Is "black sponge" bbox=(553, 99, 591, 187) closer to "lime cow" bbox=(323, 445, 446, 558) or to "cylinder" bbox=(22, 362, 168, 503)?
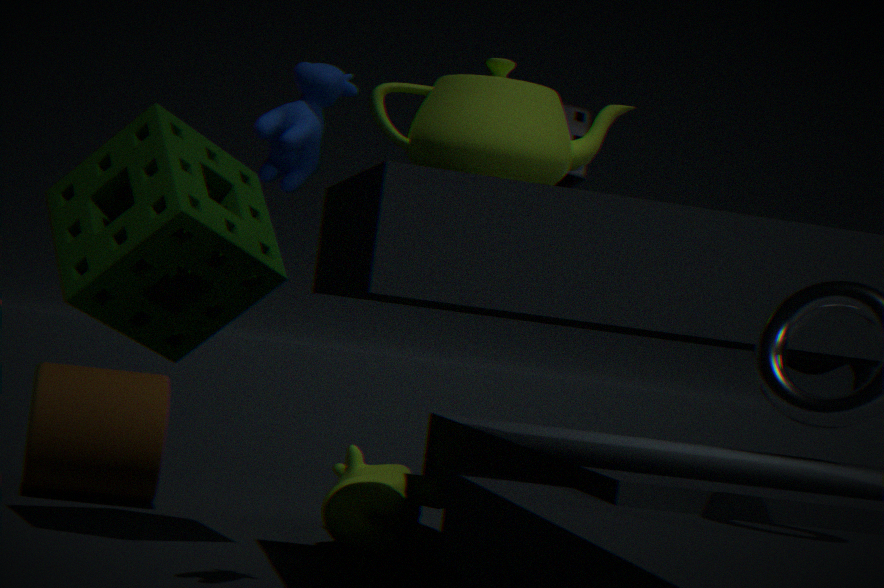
"lime cow" bbox=(323, 445, 446, 558)
